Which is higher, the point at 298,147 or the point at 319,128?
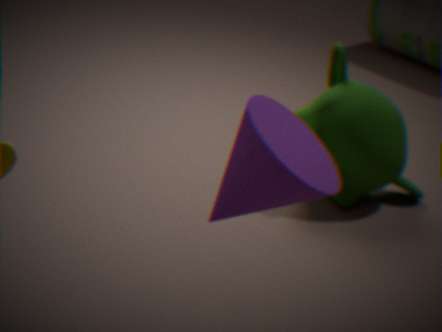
the point at 298,147
